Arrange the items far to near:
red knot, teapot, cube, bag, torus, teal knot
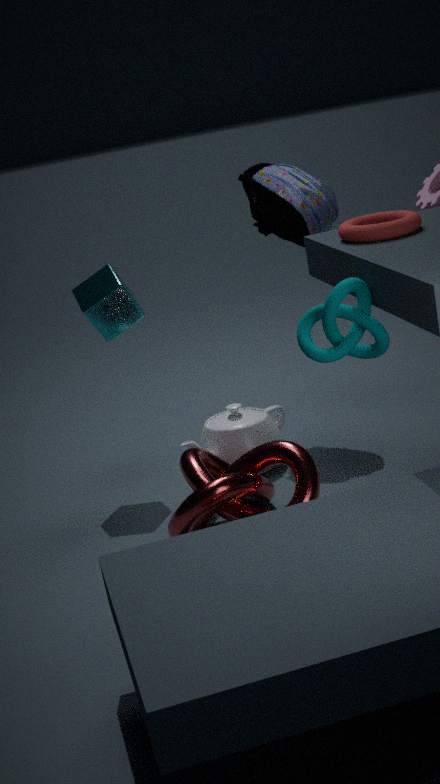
1. bag
2. teapot
3. cube
4. red knot
5. torus
6. teal knot
